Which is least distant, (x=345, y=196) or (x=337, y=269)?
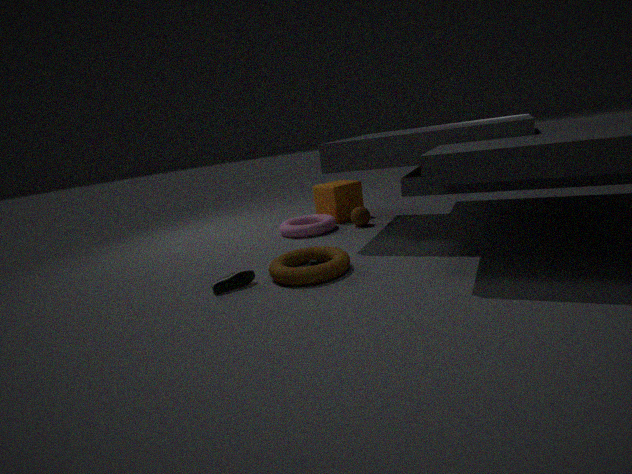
(x=337, y=269)
